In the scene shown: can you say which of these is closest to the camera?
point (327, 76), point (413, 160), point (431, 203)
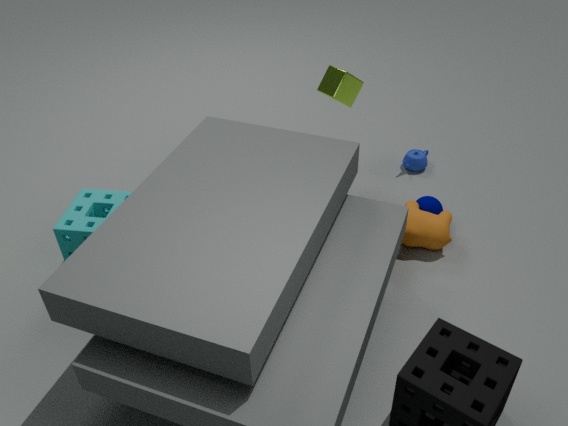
point (431, 203)
